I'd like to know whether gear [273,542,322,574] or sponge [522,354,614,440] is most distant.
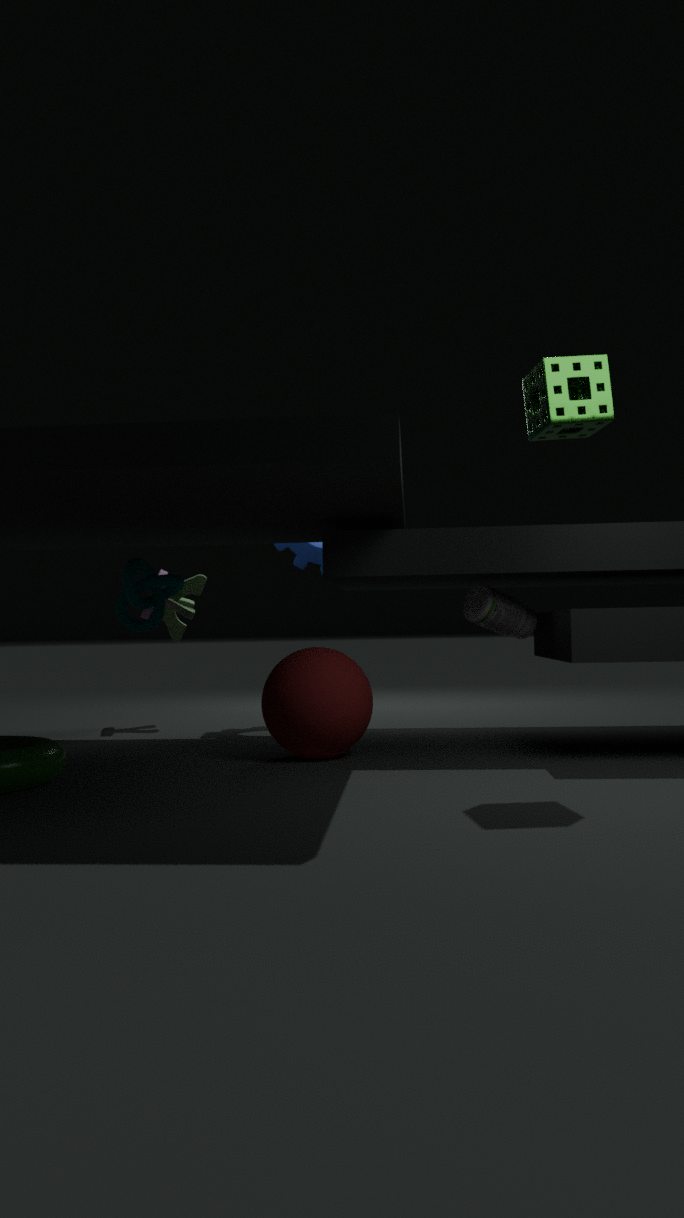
gear [273,542,322,574]
